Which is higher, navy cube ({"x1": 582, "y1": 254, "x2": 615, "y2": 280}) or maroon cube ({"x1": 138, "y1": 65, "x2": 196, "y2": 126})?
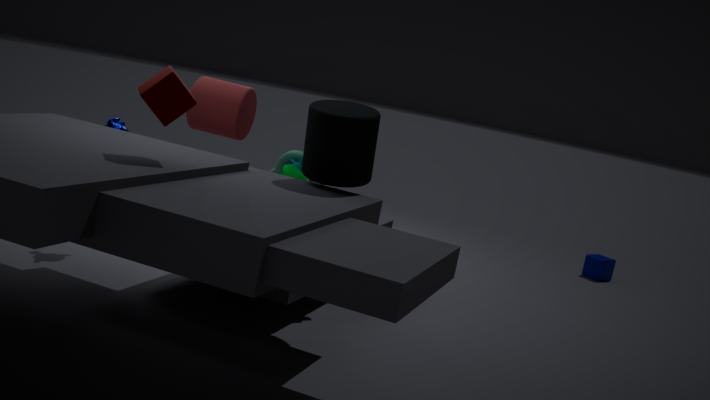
maroon cube ({"x1": 138, "y1": 65, "x2": 196, "y2": 126})
